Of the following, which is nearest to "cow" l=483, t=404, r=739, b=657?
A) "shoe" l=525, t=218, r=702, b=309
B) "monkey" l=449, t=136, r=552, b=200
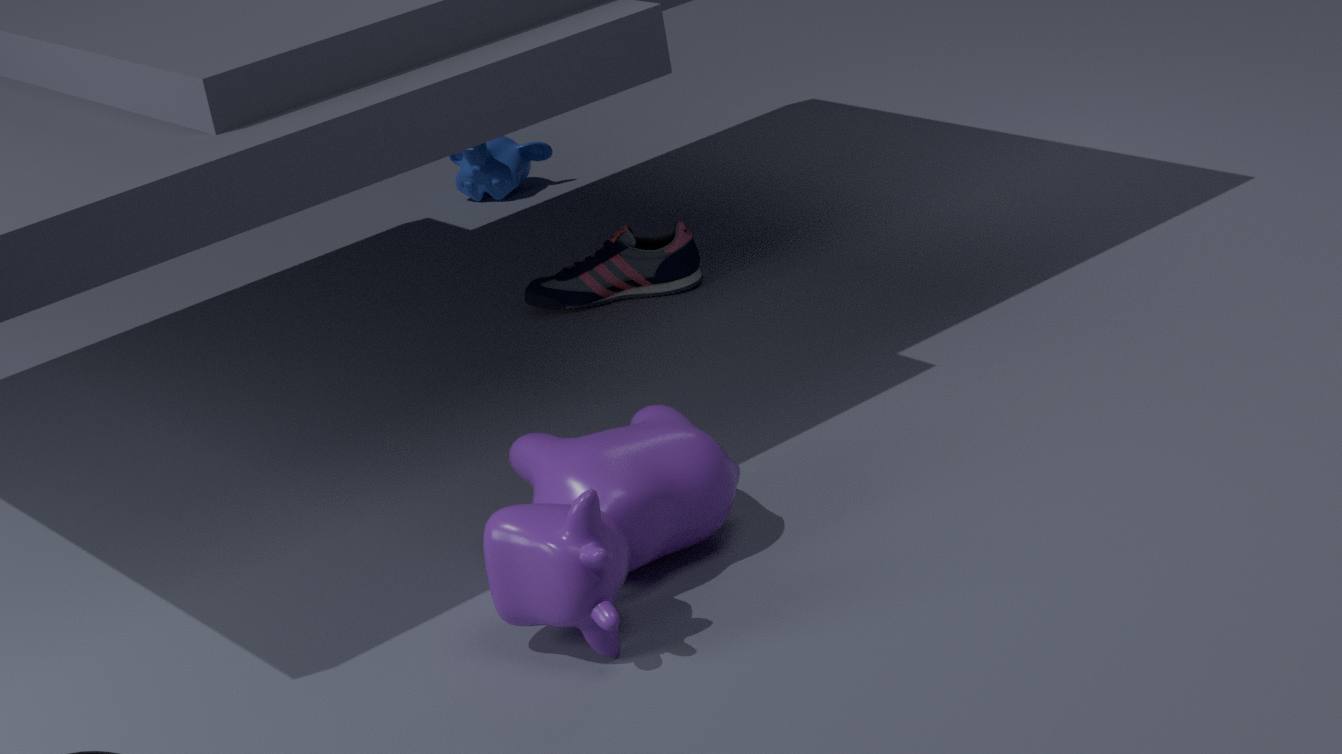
"shoe" l=525, t=218, r=702, b=309
